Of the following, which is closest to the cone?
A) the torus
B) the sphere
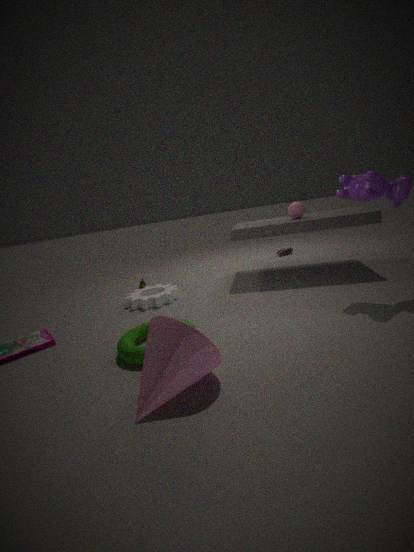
the torus
